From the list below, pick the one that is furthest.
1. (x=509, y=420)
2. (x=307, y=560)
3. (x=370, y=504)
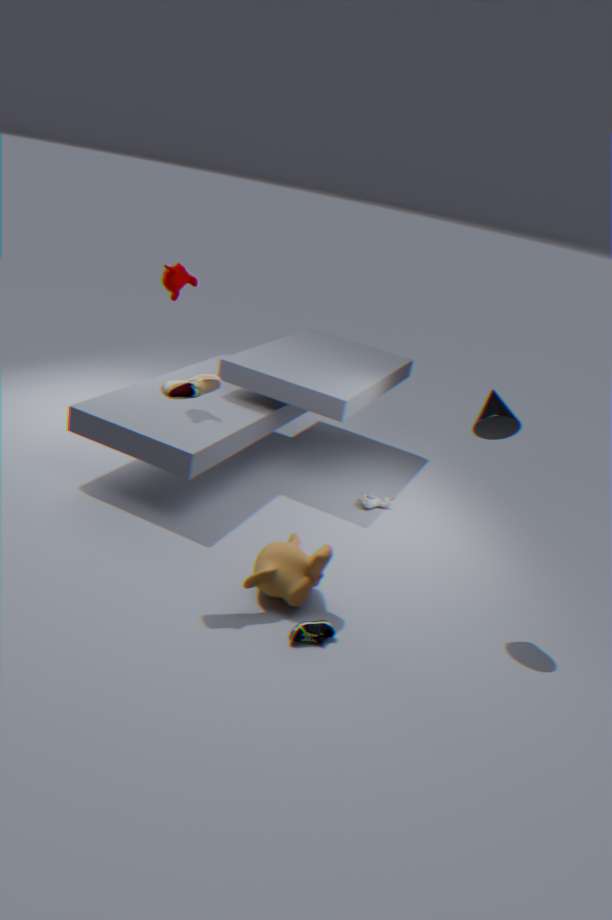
(x=370, y=504)
